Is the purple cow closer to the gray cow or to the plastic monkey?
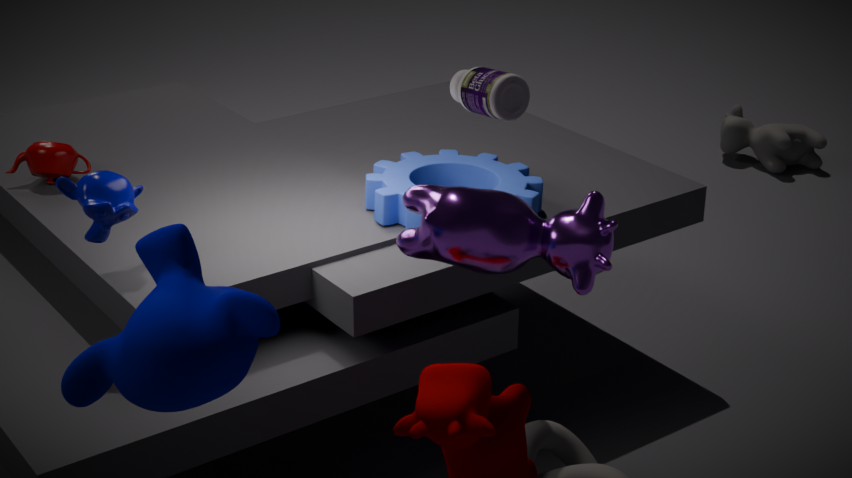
the plastic monkey
